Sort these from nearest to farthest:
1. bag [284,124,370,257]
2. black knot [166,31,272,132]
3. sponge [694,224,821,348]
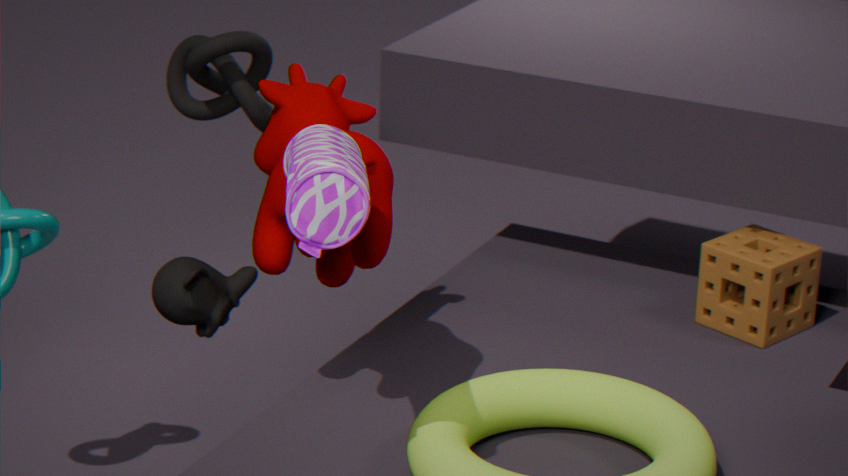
1. bag [284,124,370,257]
2. black knot [166,31,272,132]
3. sponge [694,224,821,348]
